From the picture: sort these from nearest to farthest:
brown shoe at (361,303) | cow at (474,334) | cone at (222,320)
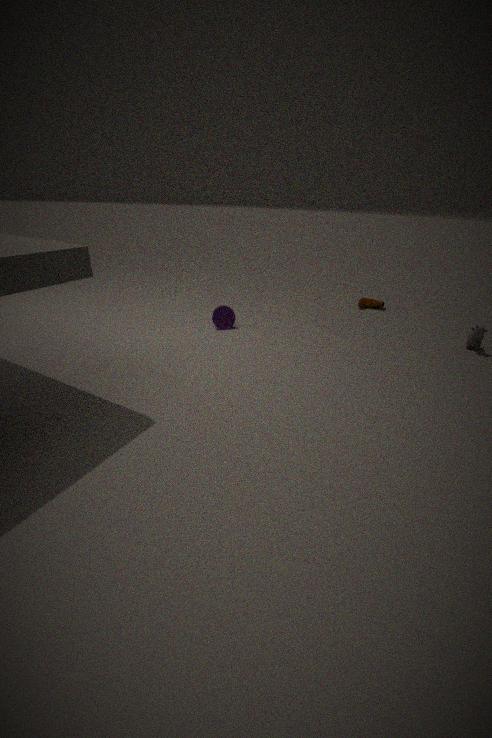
1. cow at (474,334)
2. cone at (222,320)
3. brown shoe at (361,303)
